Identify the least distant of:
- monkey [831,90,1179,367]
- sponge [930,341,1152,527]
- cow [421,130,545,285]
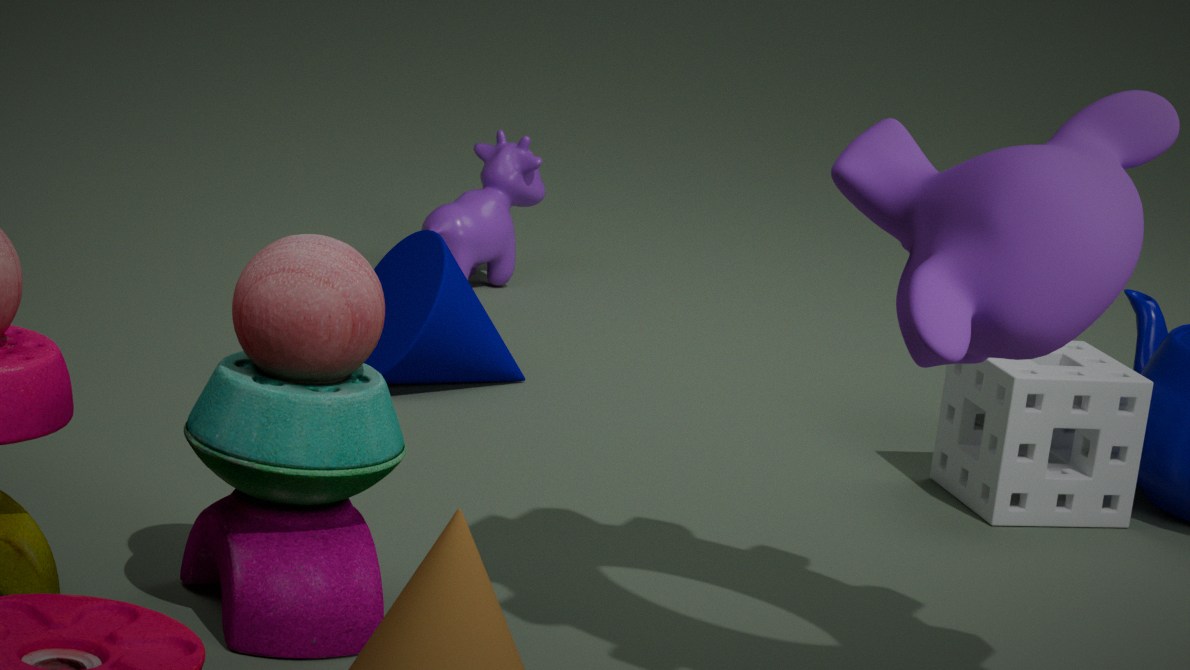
monkey [831,90,1179,367]
